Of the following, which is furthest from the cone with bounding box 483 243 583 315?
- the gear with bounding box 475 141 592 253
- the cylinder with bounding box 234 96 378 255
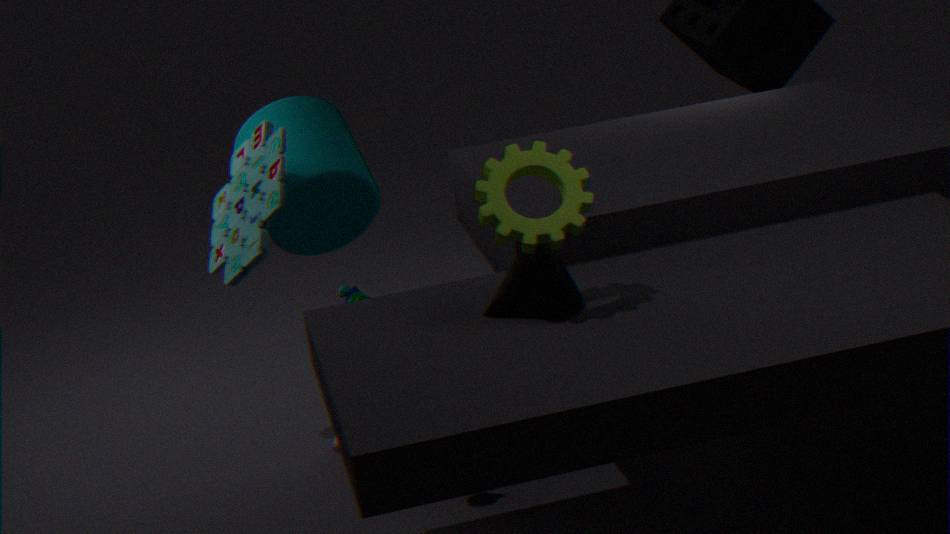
the cylinder with bounding box 234 96 378 255
